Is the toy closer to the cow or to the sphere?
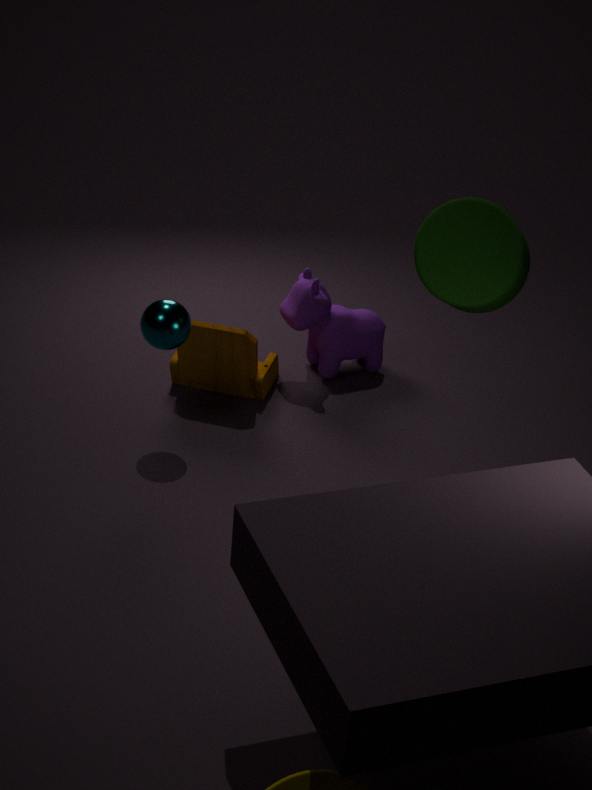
the cow
